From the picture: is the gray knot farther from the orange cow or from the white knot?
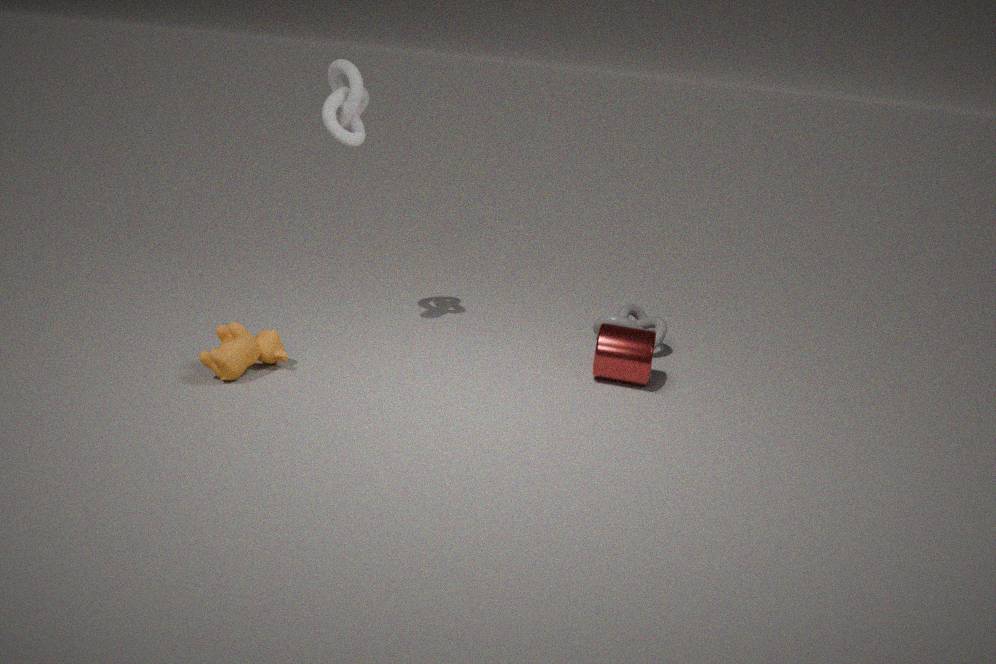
the orange cow
